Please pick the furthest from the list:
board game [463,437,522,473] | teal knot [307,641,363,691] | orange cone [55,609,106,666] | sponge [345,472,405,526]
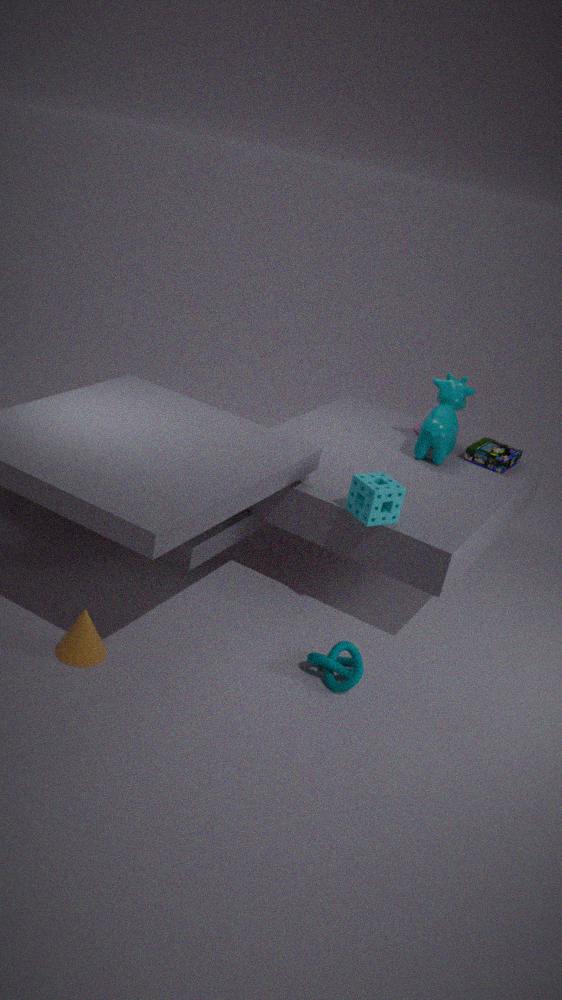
board game [463,437,522,473]
